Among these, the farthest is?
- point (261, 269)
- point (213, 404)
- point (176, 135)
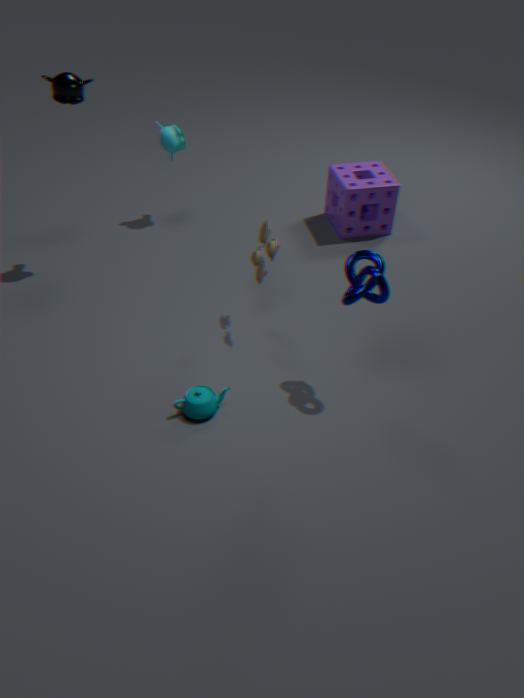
point (176, 135)
